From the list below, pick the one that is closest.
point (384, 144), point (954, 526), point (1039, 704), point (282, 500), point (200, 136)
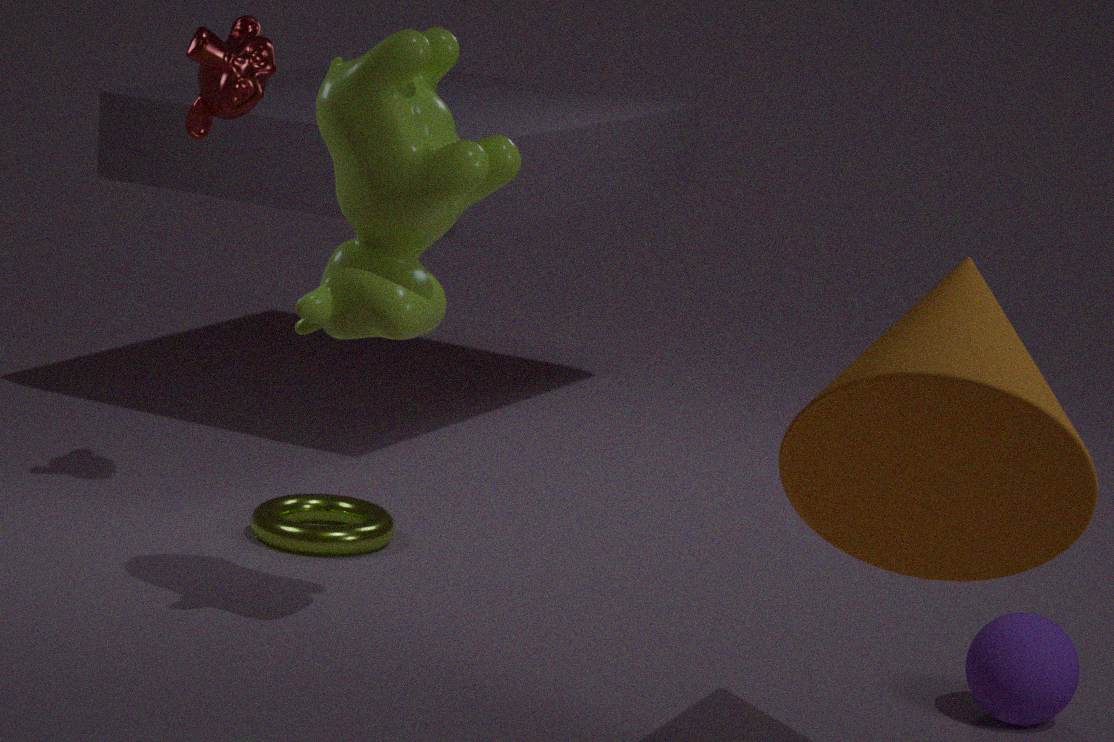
point (954, 526)
